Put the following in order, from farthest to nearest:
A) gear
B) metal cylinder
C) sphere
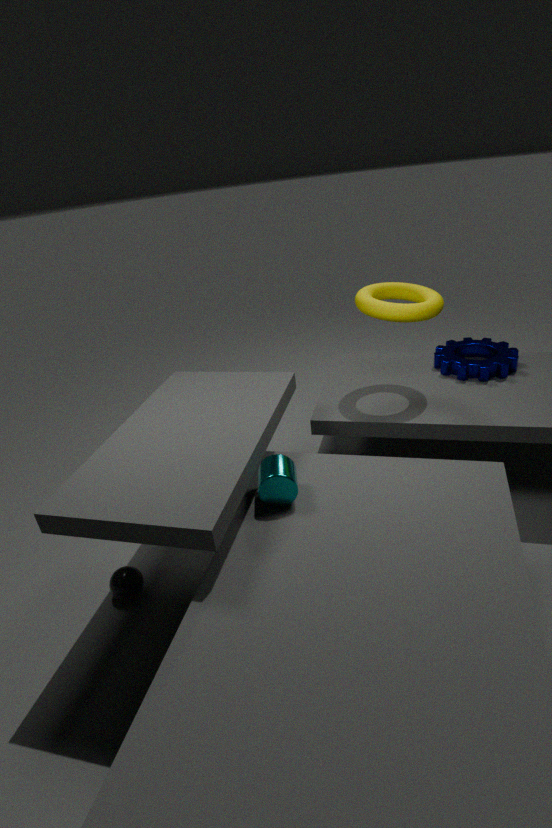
gear
sphere
metal cylinder
